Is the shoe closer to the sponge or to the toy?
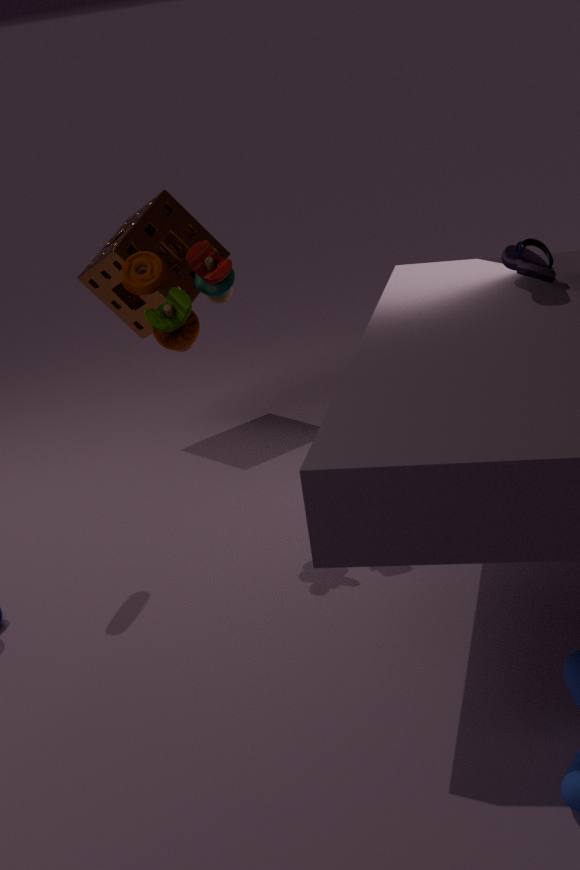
the toy
